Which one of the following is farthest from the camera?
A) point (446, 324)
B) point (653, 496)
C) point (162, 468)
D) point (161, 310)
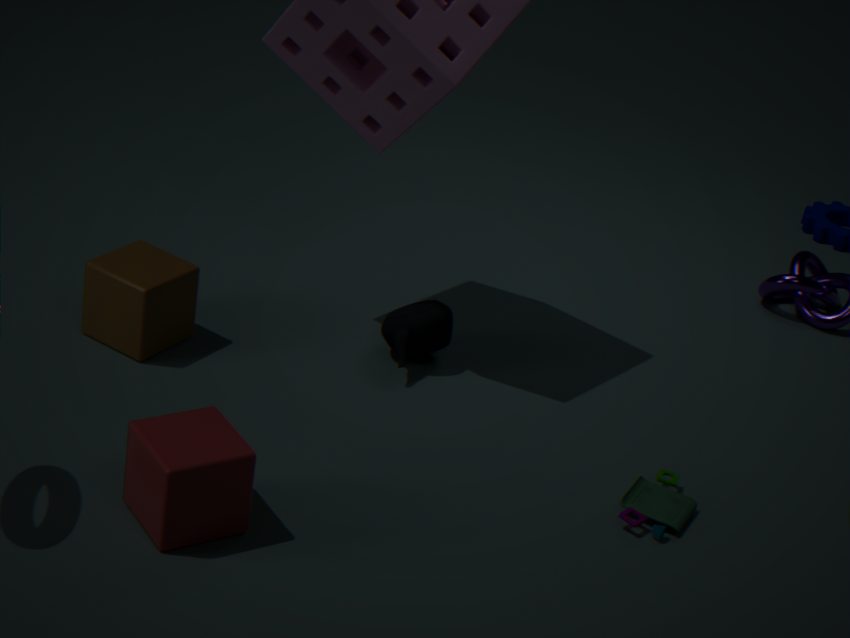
point (446, 324)
